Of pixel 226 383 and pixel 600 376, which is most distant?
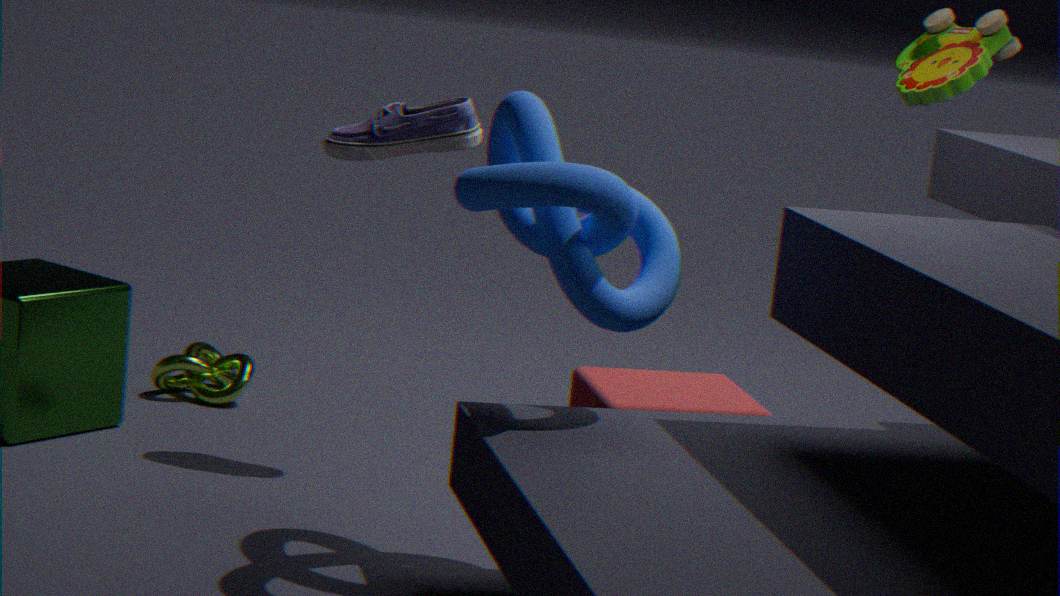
pixel 226 383
